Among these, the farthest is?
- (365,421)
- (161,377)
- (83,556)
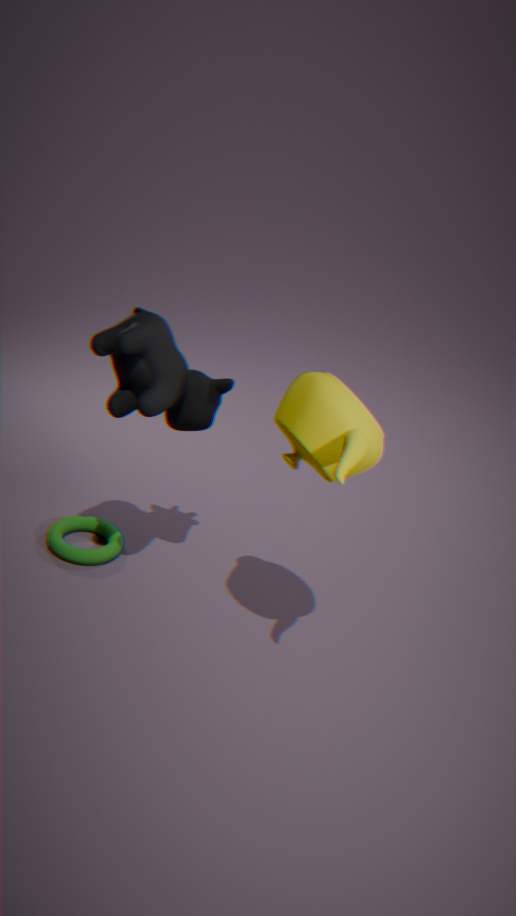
(83,556)
